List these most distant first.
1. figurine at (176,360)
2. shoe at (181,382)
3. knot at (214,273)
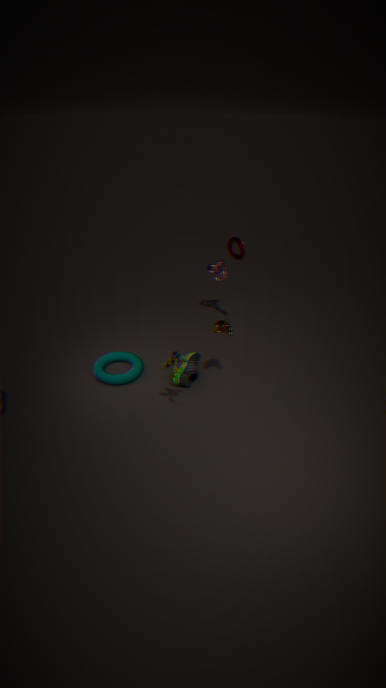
knot at (214,273)
shoe at (181,382)
figurine at (176,360)
